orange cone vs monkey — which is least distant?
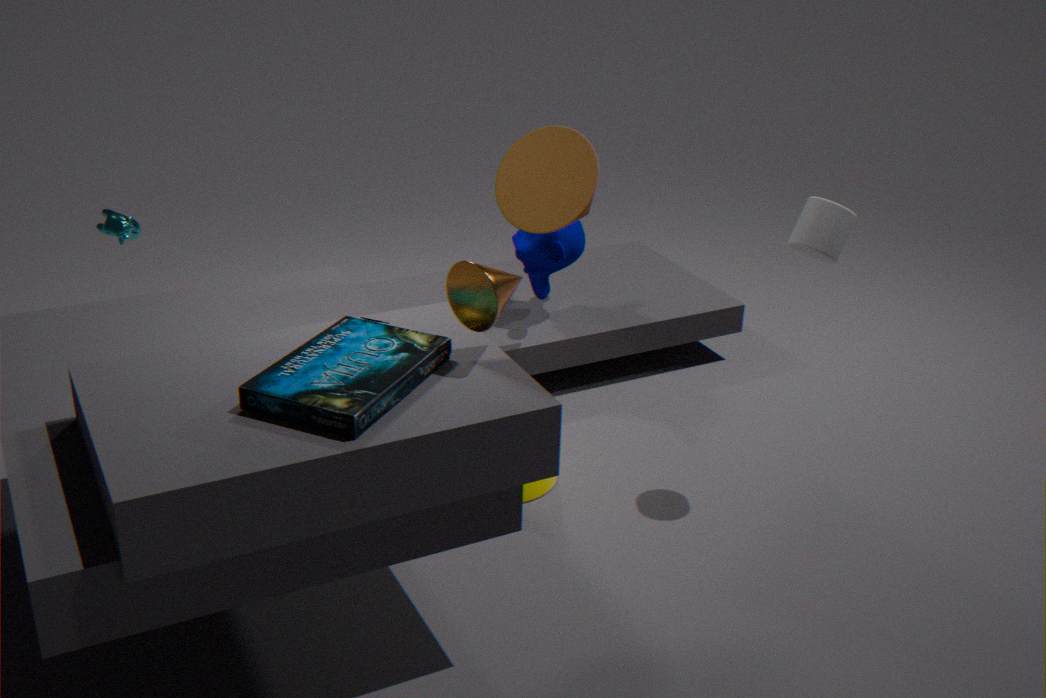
orange cone
